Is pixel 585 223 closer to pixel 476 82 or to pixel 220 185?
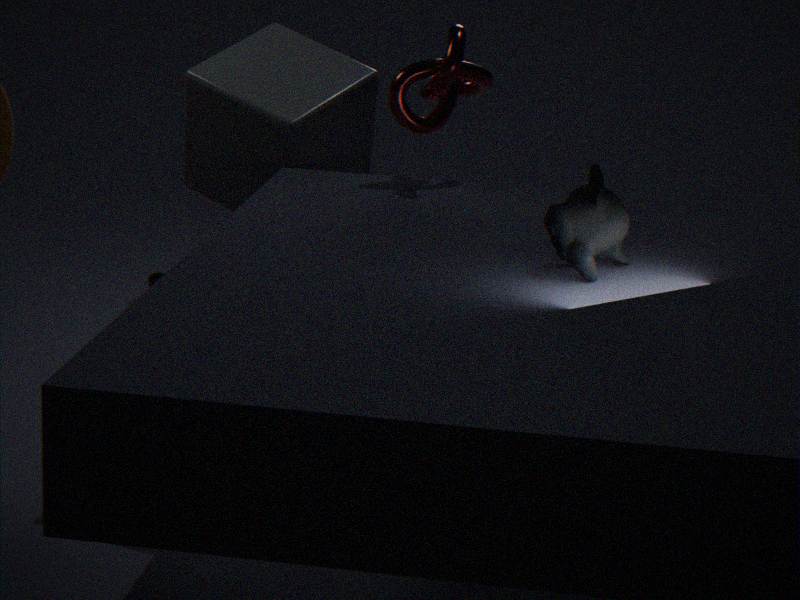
pixel 476 82
